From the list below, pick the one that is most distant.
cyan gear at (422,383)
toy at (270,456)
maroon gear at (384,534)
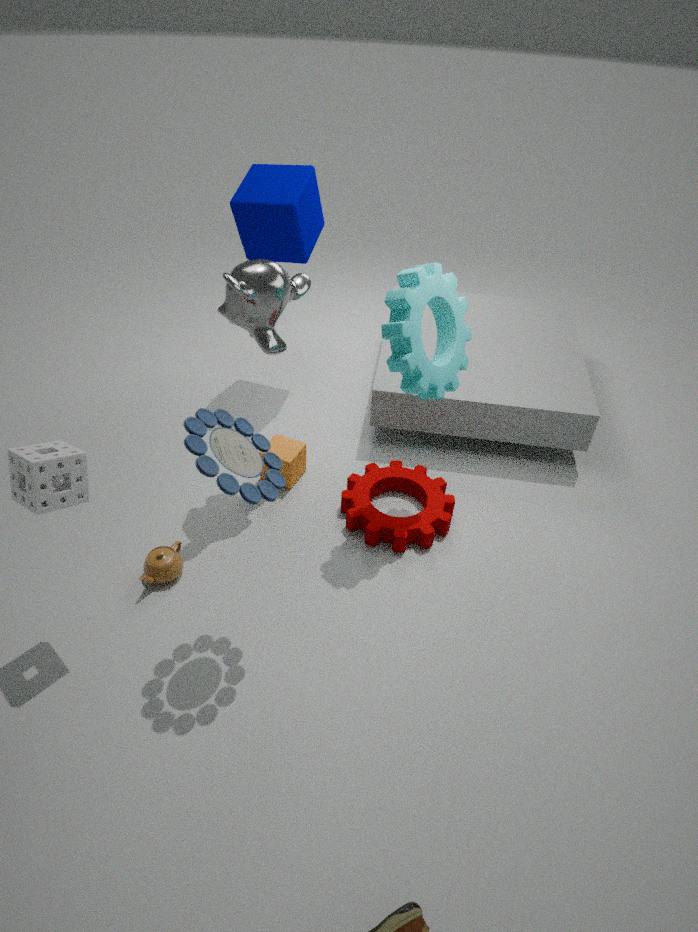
maroon gear at (384,534)
